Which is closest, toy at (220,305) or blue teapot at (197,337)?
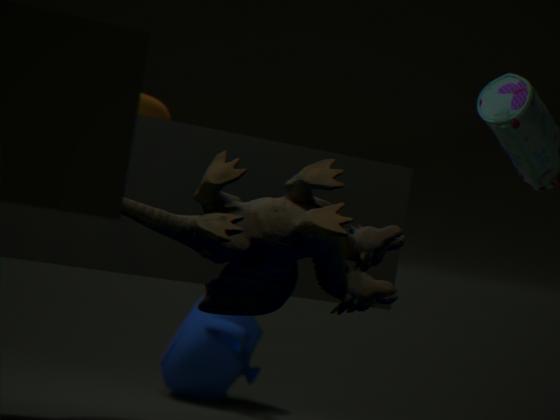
toy at (220,305)
